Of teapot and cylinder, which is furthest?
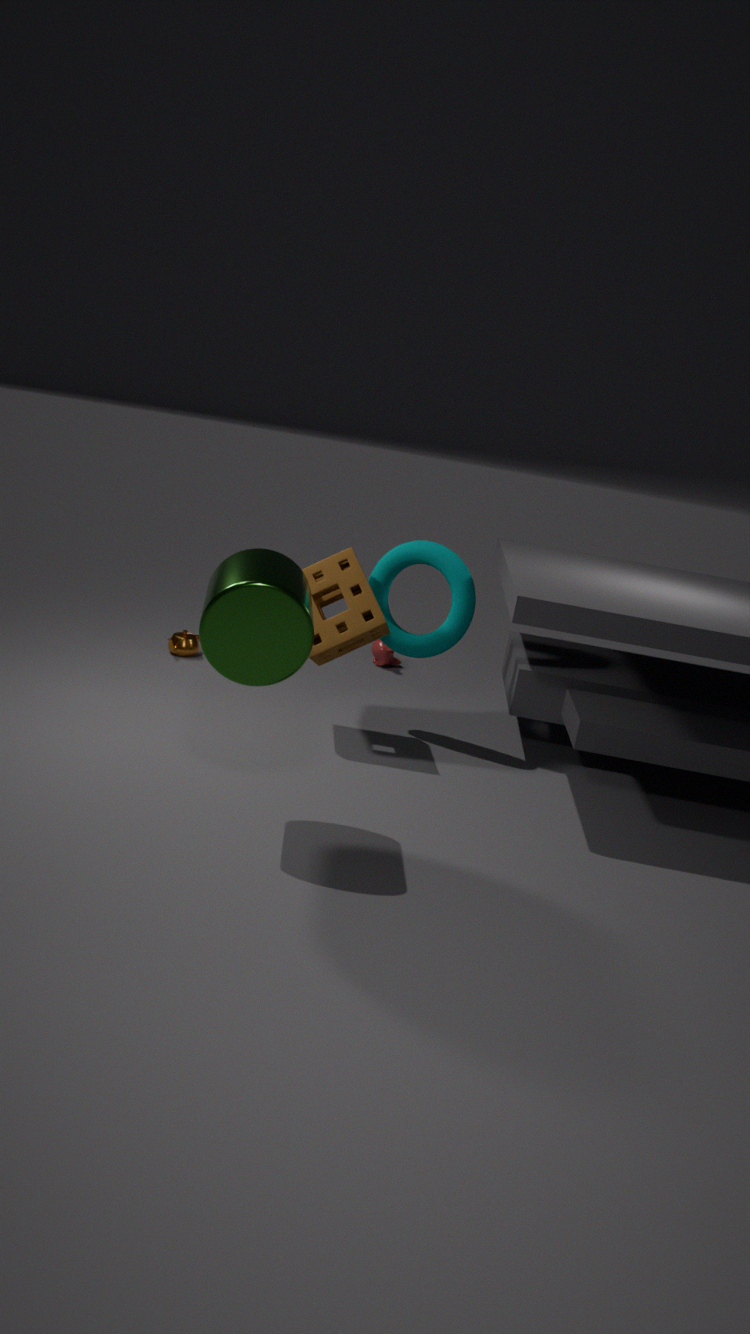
teapot
